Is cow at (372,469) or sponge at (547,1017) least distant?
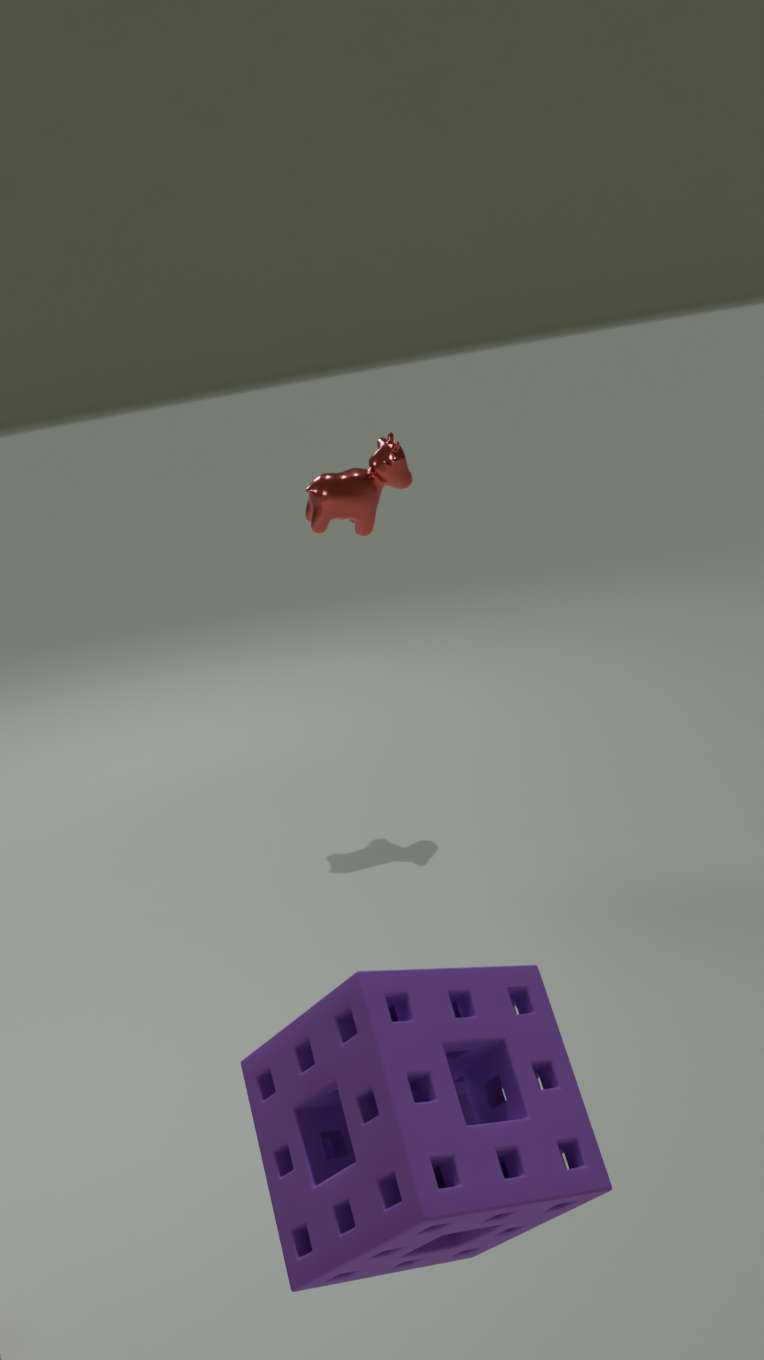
sponge at (547,1017)
